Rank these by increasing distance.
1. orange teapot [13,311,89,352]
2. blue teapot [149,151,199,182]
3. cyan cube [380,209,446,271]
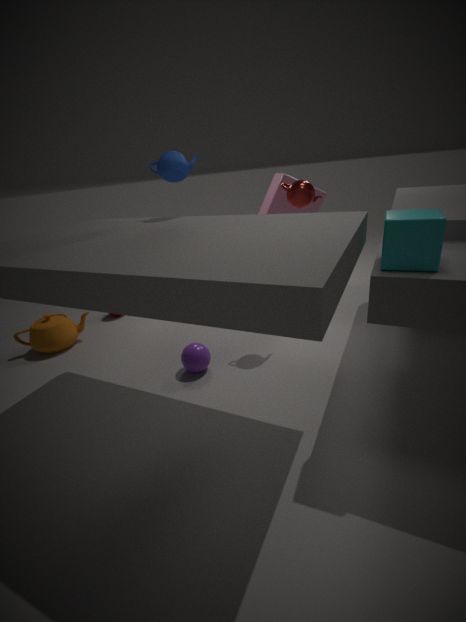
1. cyan cube [380,209,446,271]
2. blue teapot [149,151,199,182]
3. orange teapot [13,311,89,352]
